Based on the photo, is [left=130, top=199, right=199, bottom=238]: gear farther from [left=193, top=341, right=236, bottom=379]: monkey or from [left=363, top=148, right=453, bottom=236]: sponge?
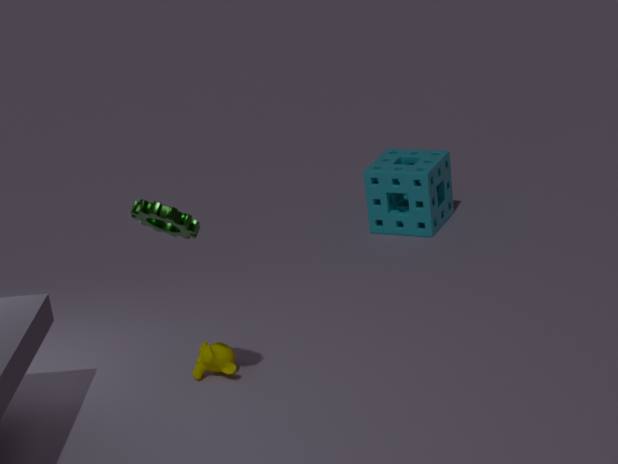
[left=363, top=148, right=453, bottom=236]: sponge
